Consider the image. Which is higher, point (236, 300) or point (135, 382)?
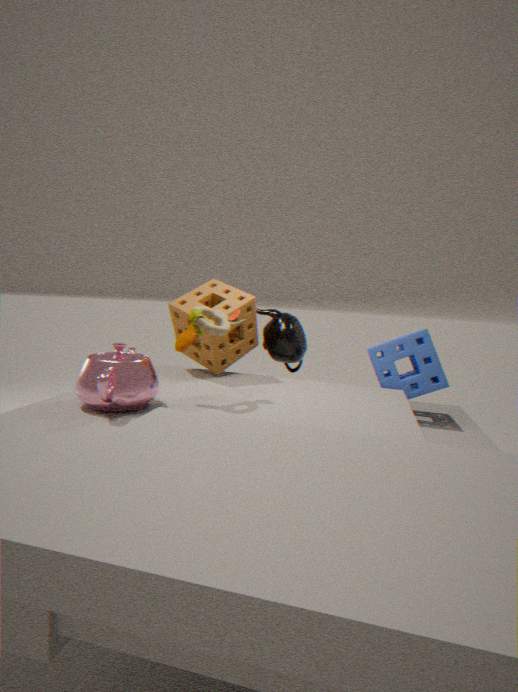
point (236, 300)
